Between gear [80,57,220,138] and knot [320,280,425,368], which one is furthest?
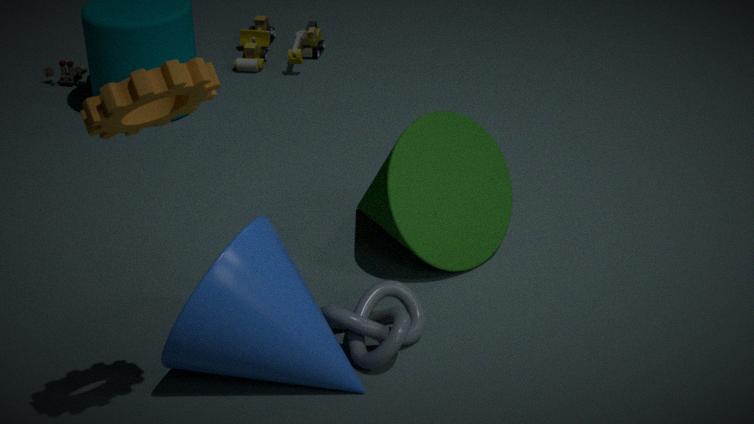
knot [320,280,425,368]
